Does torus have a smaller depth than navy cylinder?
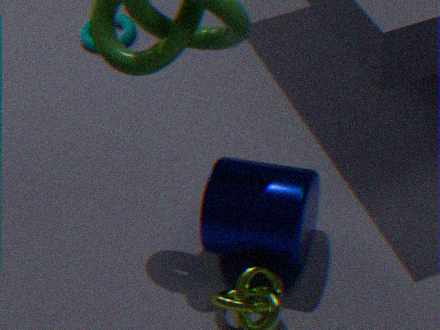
No
